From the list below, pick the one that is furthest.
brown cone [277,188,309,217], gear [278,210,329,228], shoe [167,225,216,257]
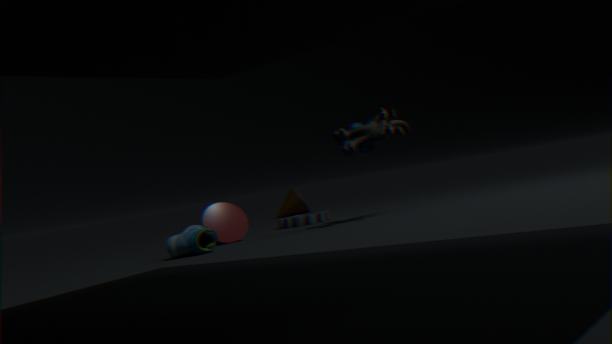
brown cone [277,188,309,217]
